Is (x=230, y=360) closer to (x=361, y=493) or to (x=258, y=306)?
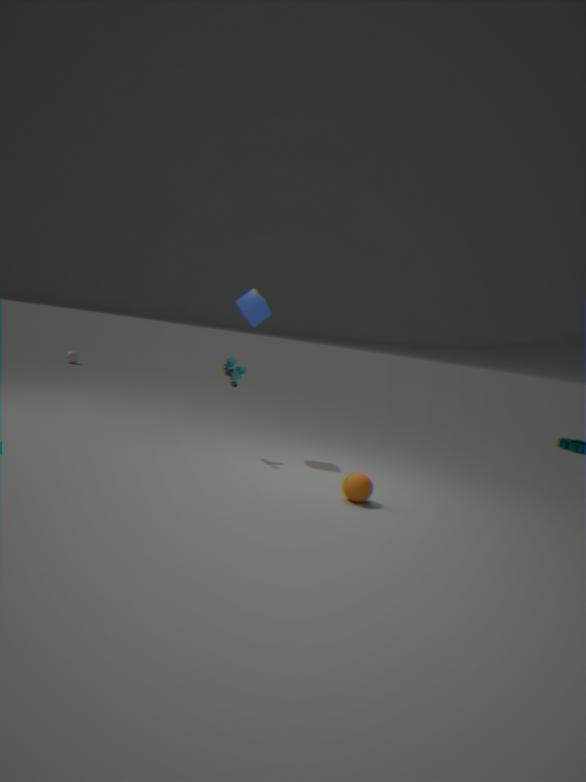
(x=258, y=306)
